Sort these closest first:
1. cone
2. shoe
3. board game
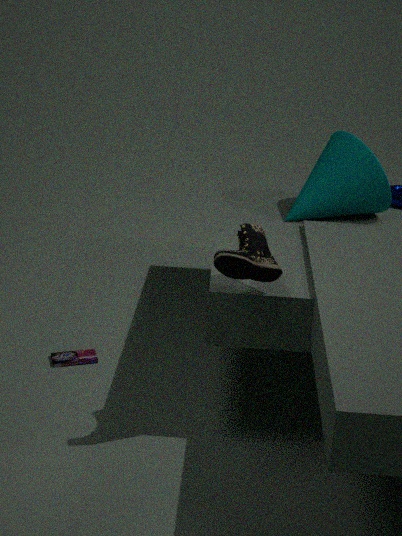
1. shoe
2. cone
3. board game
